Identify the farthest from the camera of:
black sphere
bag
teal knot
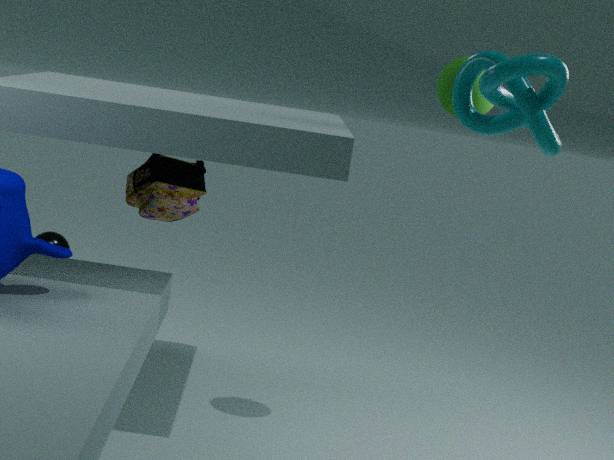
black sphere
